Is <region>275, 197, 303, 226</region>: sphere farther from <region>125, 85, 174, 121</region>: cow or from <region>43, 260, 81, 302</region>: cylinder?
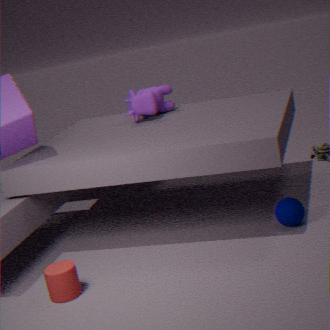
<region>43, 260, 81, 302</region>: cylinder
